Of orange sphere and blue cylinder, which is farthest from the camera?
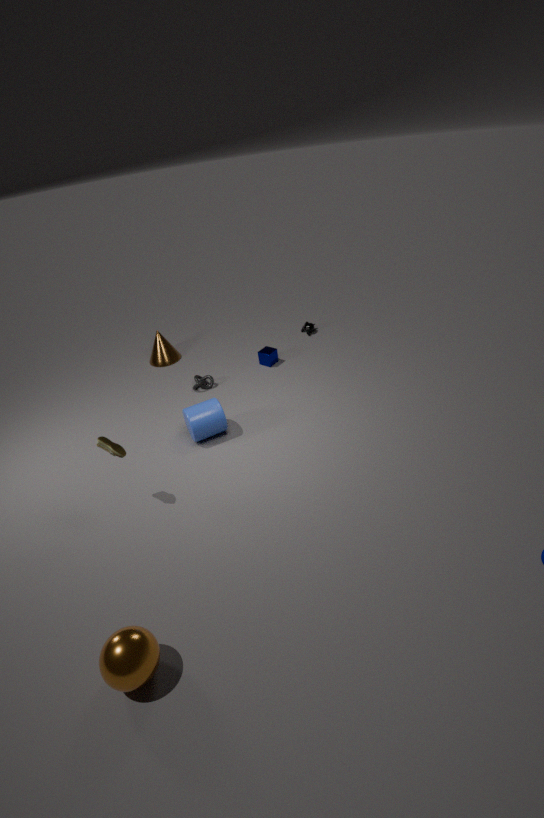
blue cylinder
